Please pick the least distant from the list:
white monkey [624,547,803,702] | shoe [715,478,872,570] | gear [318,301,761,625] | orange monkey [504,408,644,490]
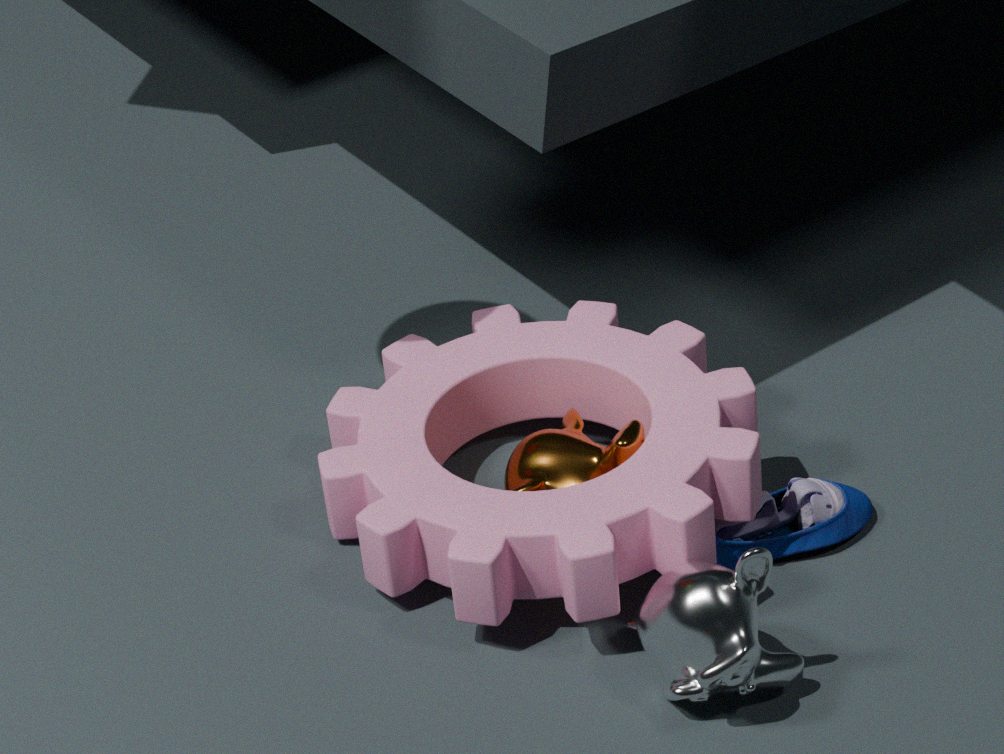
white monkey [624,547,803,702]
